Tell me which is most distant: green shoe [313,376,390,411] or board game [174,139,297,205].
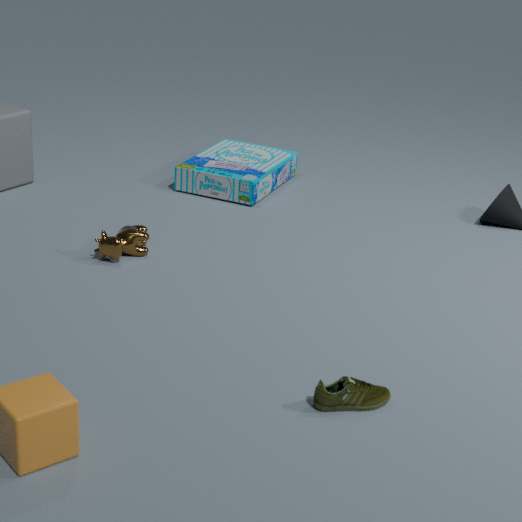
board game [174,139,297,205]
